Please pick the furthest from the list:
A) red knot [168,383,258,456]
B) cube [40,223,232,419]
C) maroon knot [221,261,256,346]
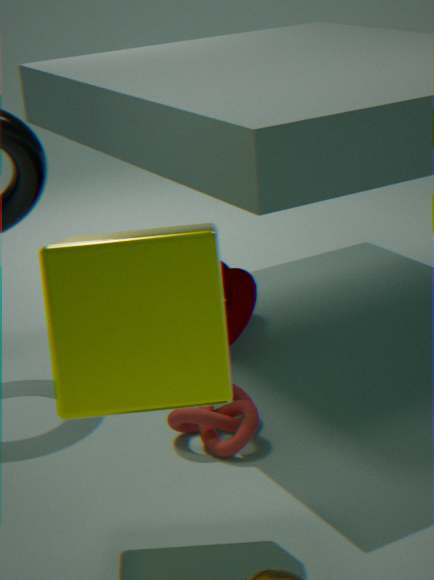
maroon knot [221,261,256,346]
